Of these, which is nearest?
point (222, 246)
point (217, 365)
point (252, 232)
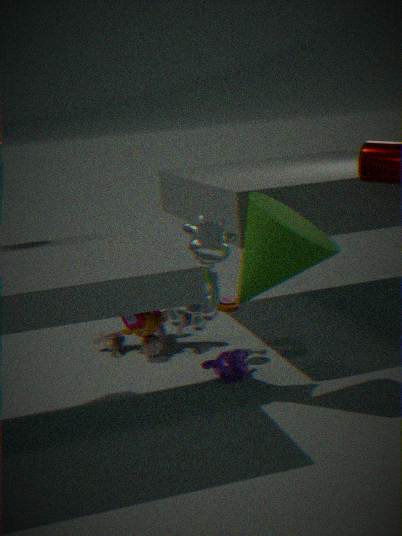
point (252, 232)
